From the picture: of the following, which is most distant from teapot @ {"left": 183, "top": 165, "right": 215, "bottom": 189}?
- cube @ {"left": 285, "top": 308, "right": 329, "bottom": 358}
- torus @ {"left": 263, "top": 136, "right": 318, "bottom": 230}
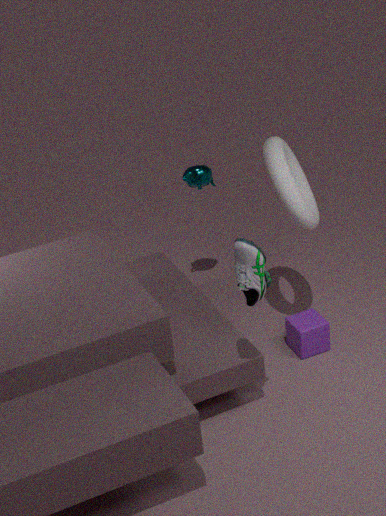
cube @ {"left": 285, "top": 308, "right": 329, "bottom": 358}
